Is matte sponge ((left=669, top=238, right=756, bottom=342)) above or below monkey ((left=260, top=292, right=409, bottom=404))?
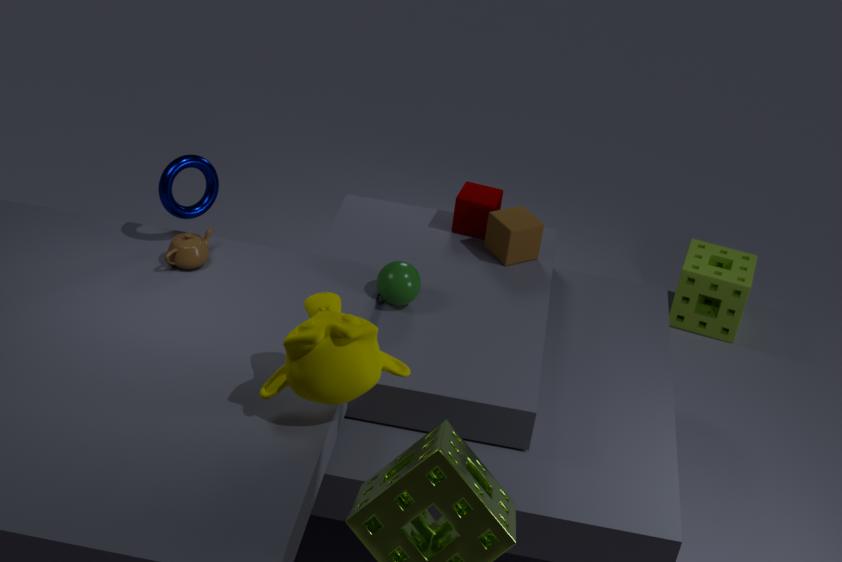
below
